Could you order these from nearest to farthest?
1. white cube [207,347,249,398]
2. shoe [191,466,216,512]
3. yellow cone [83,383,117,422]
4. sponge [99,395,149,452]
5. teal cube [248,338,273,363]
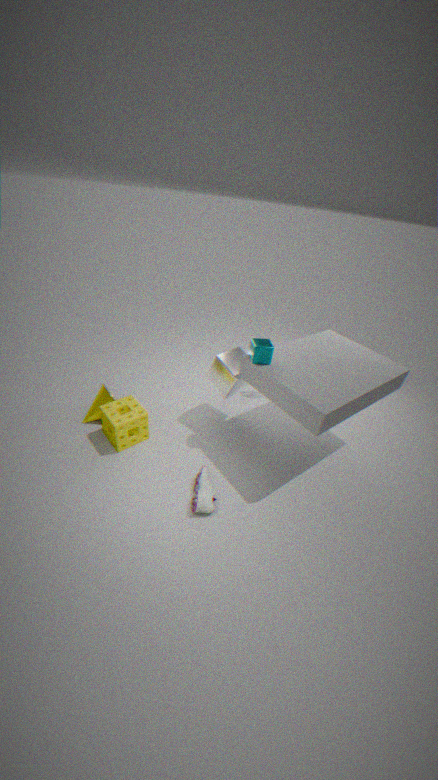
1. shoe [191,466,216,512]
2. teal cube [248,338,273,363]
3. sponge [99,395,149,452]
4. white cube [207,347,249,398]
5. yellow cone [83,383,117,422]
